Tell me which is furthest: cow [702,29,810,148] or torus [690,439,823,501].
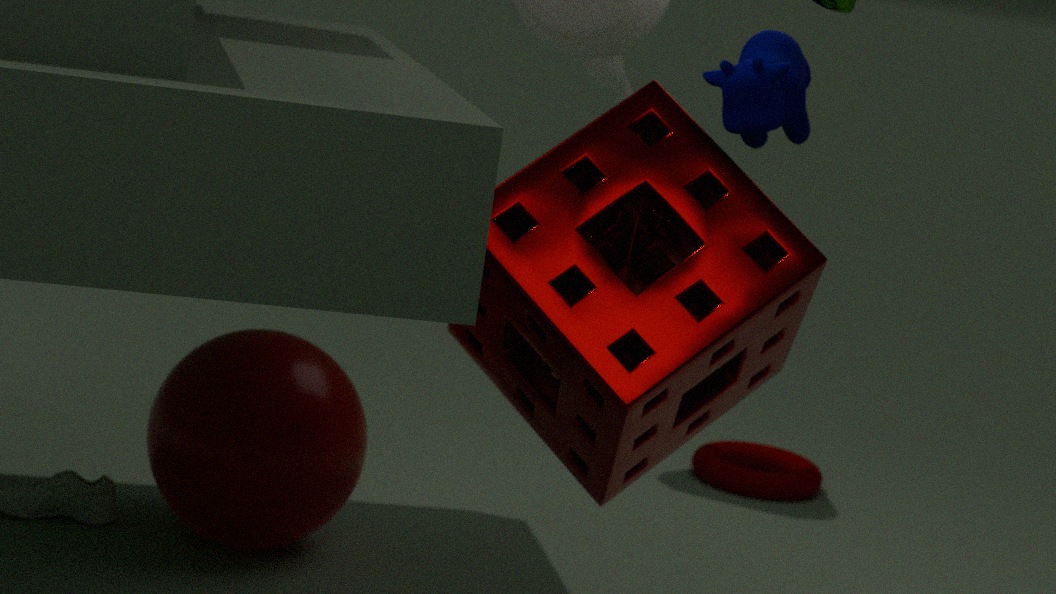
torus [690,439,823,501]
